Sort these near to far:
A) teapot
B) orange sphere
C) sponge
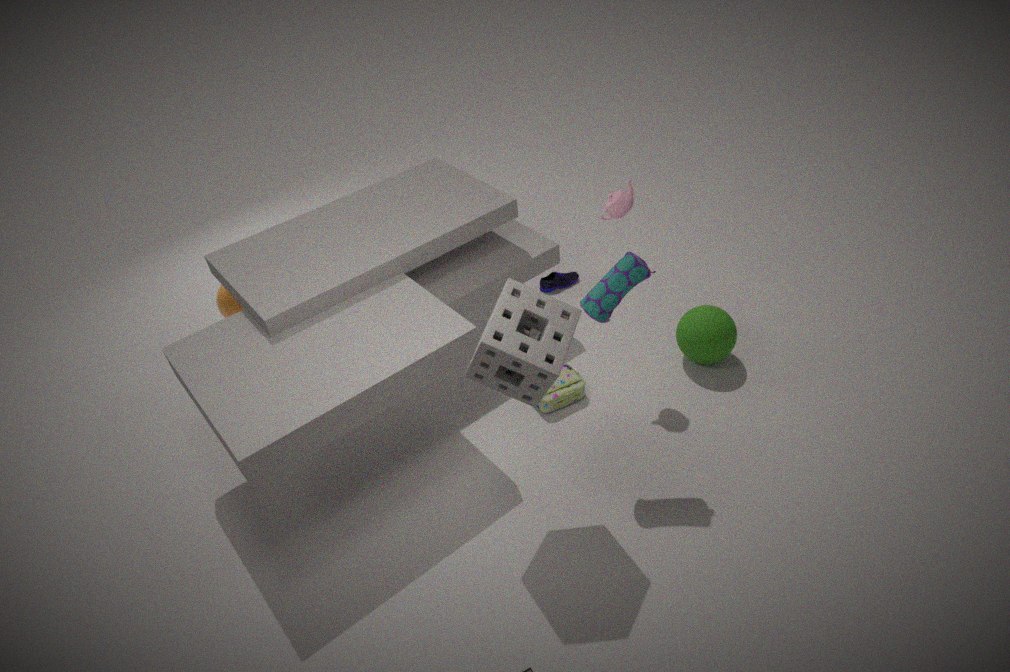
sponge < teapot < orange sphere
